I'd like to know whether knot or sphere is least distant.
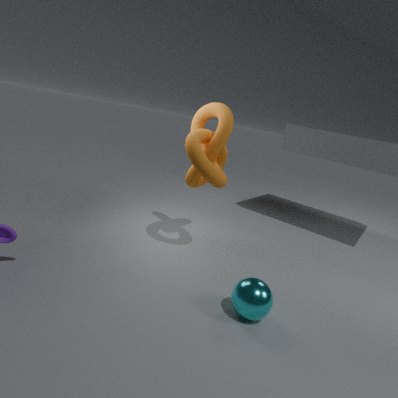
sphere
